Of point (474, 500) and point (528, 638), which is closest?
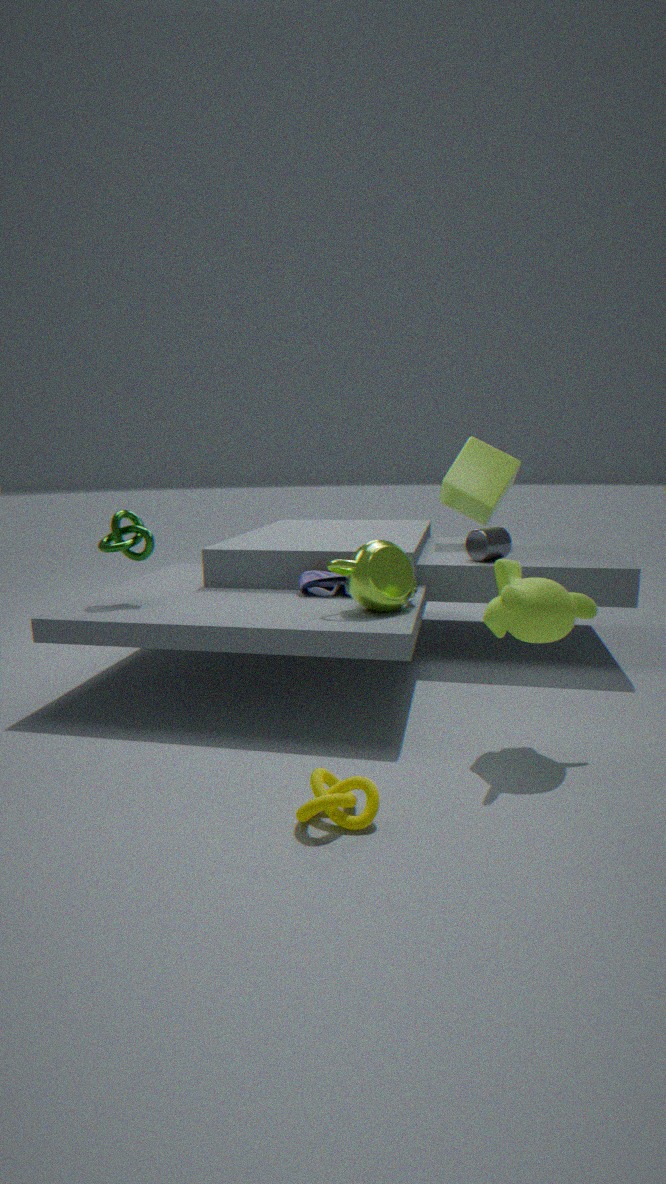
point (528, 638)
